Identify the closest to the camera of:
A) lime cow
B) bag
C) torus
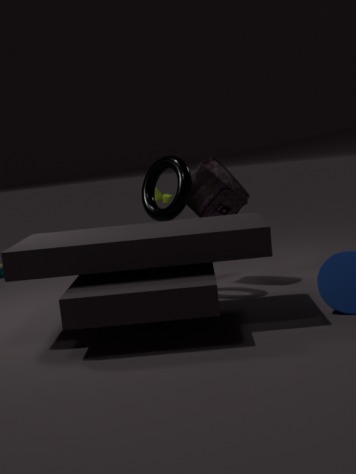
torus
